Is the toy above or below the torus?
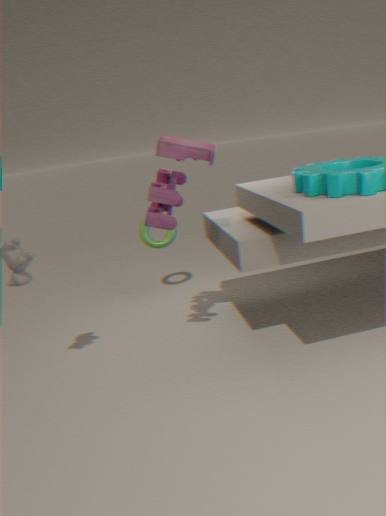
above
